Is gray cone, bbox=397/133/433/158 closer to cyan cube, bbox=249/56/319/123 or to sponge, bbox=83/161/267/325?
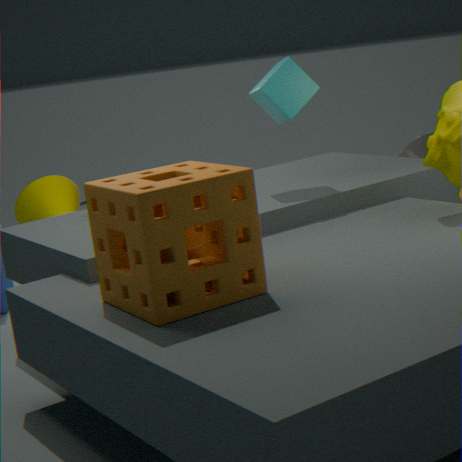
cyan cube, bbox=249/56/319/123
